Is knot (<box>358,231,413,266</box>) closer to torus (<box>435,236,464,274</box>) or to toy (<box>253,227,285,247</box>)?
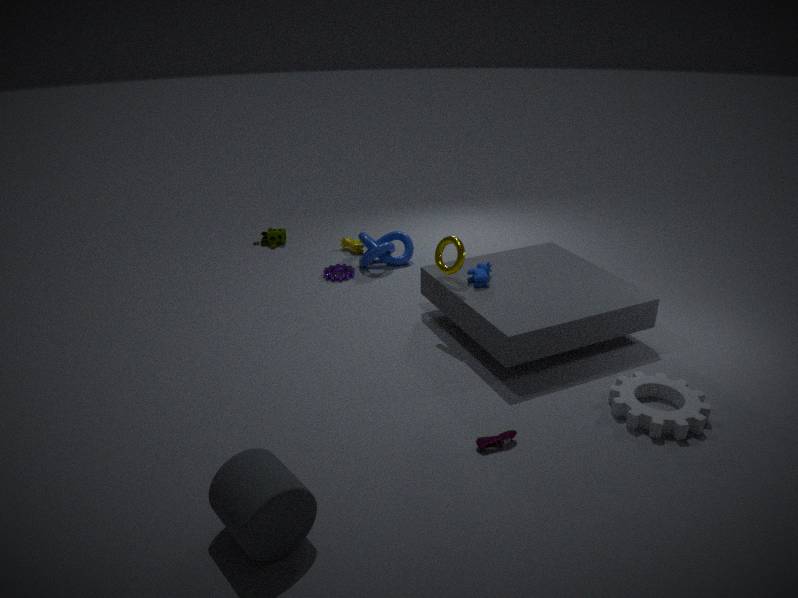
toy (<box>253,227,285,247</box>)
